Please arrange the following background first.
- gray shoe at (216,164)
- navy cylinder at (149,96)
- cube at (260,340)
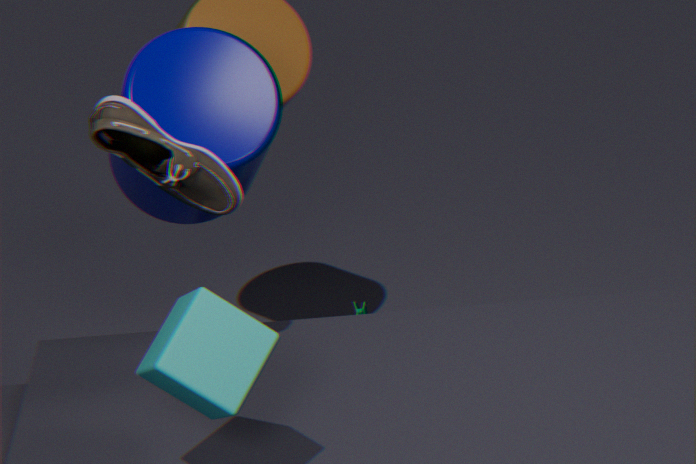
navy cylinder at (149,96), gray shoe at (216,164), cube at (260,340)
